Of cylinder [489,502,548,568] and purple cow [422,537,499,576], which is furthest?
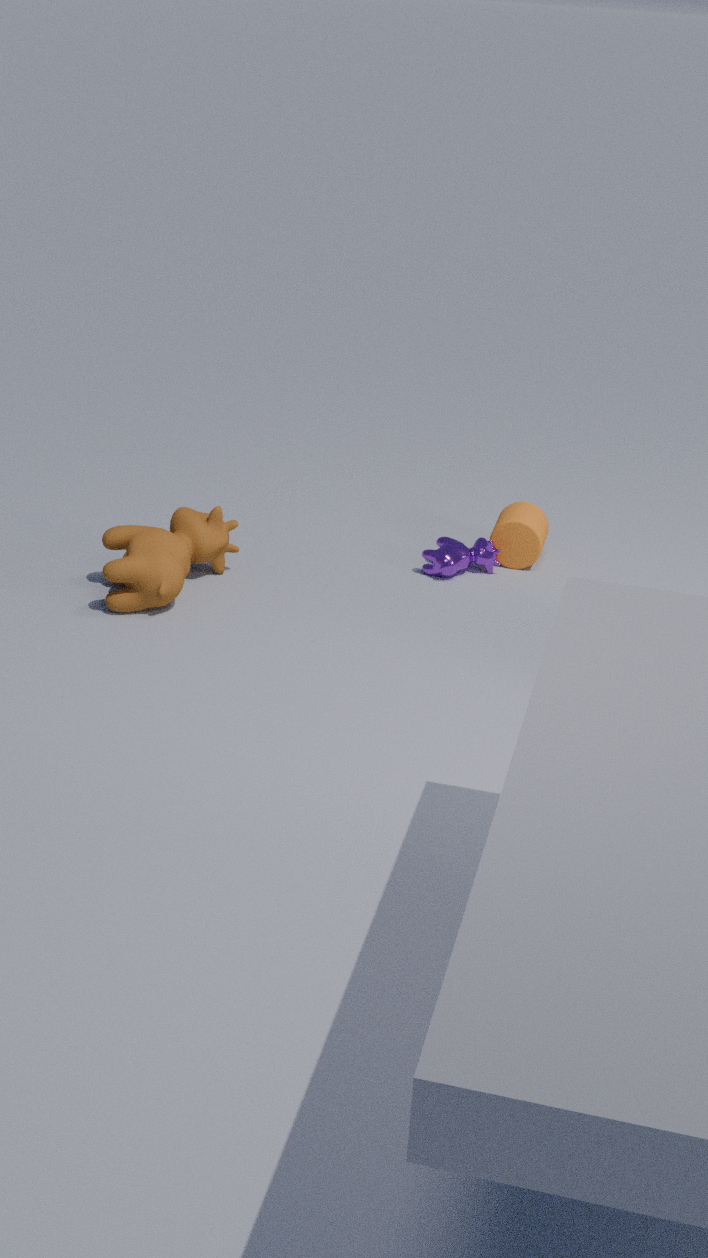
cylinder [489,502,548,568]
